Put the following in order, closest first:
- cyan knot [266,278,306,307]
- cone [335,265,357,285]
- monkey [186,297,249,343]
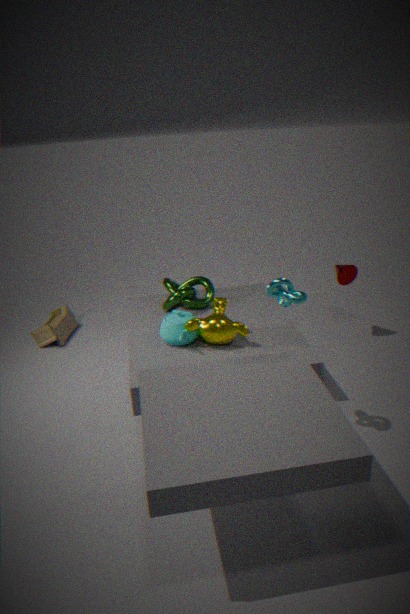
cyan knot [266,278,306,307] → monkey [186,297,249,343] → cone [335,265,357,285]
